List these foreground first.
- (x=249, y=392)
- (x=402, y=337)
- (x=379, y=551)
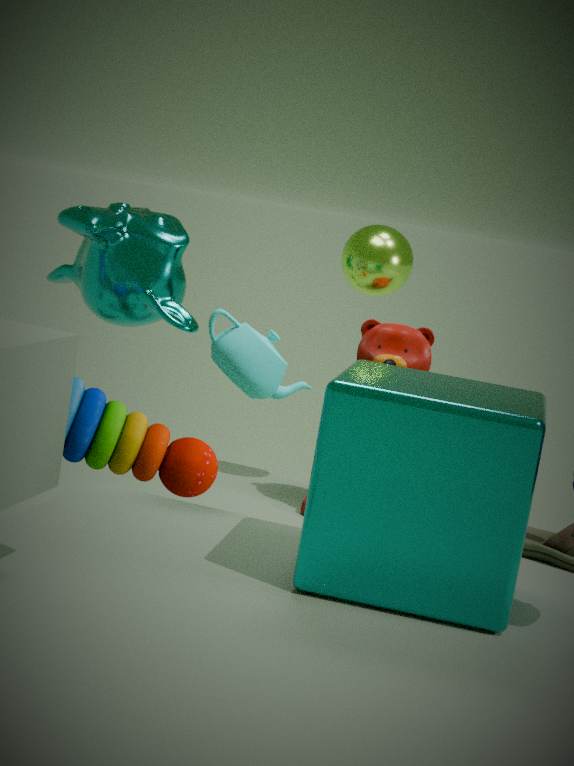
(x=379, y=551)
(x=249, y=392)
(x=402, y=337)
